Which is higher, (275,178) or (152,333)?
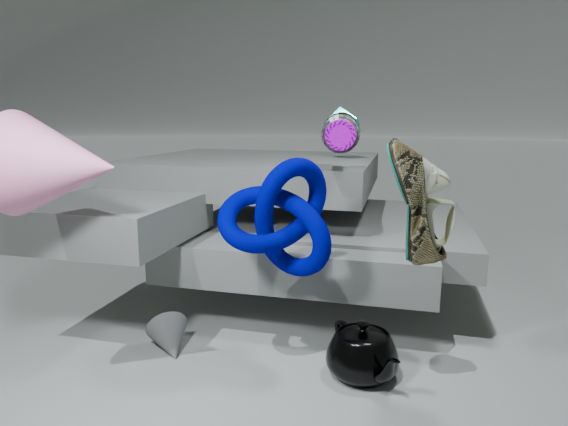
(275,178)
